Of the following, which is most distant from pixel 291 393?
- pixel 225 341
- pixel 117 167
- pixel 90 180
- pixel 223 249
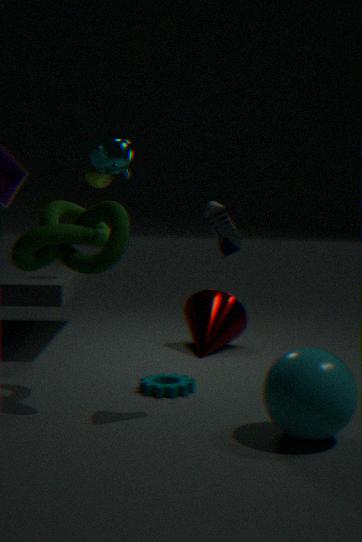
pixel 90 180
